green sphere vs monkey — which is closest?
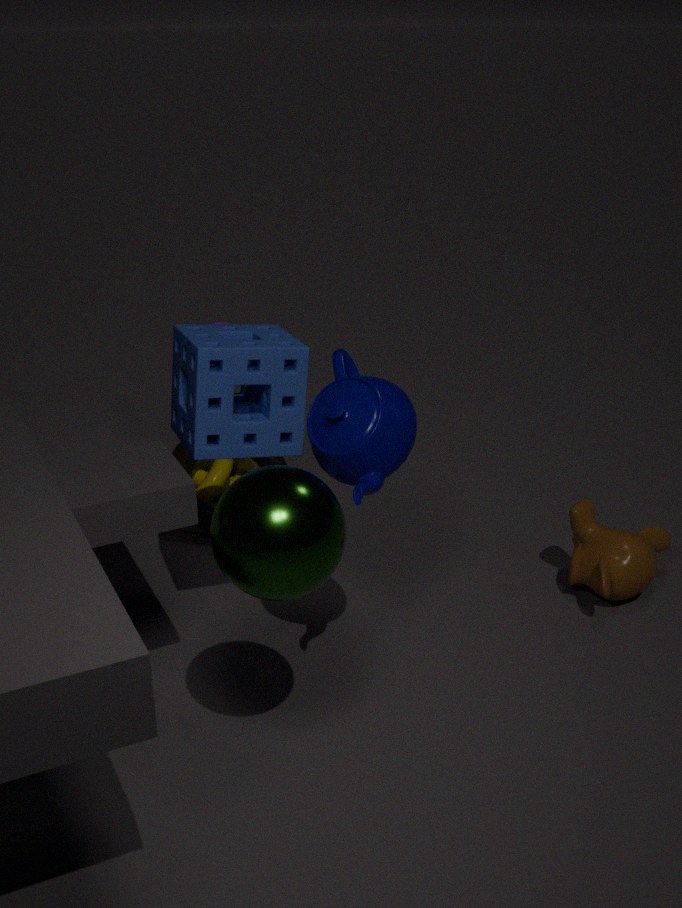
green sphere
